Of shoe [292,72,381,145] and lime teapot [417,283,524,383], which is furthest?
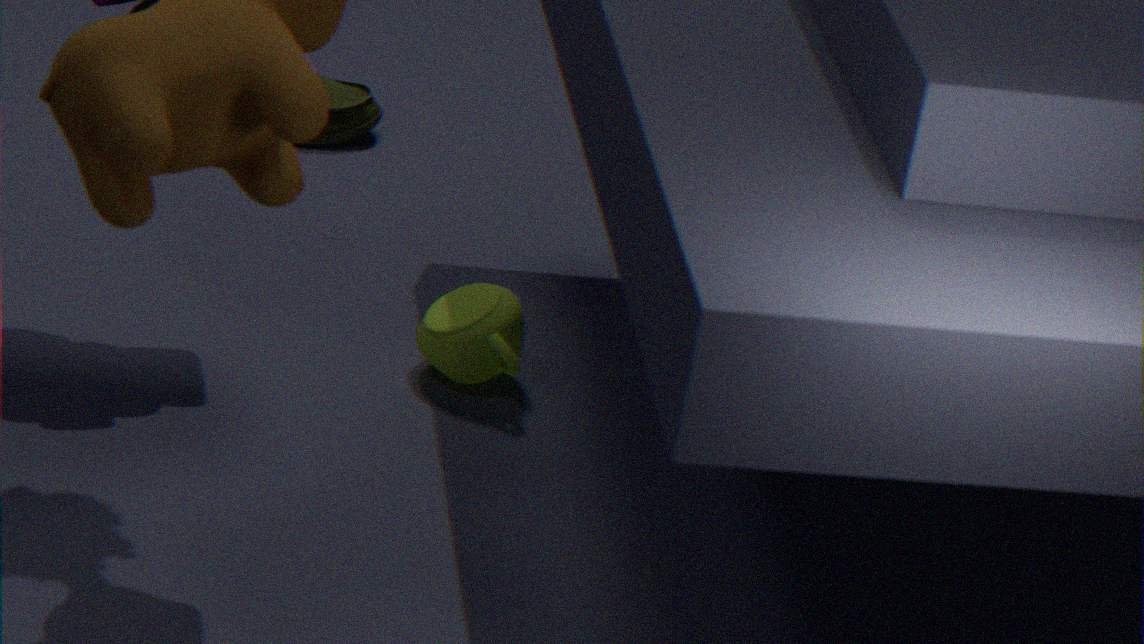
shoe [292,72,381,145]
